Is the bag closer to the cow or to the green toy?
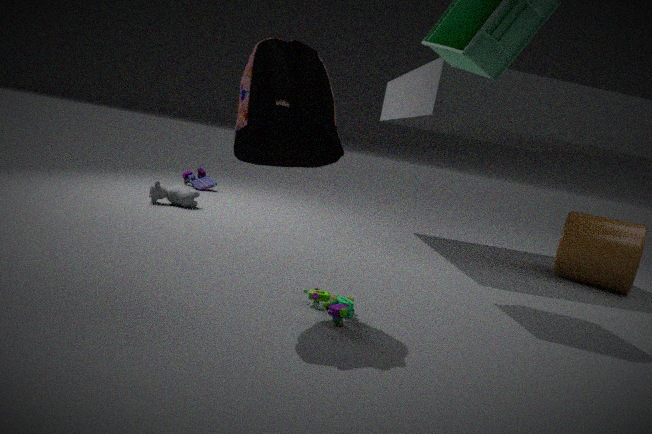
the green toy
